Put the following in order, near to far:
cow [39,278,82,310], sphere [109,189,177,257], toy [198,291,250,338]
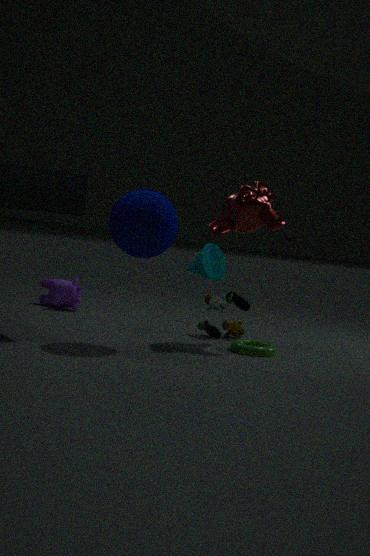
sphere [109,189,177,257] < toy [198,291,250,338] < cow [39,278,82,310]
